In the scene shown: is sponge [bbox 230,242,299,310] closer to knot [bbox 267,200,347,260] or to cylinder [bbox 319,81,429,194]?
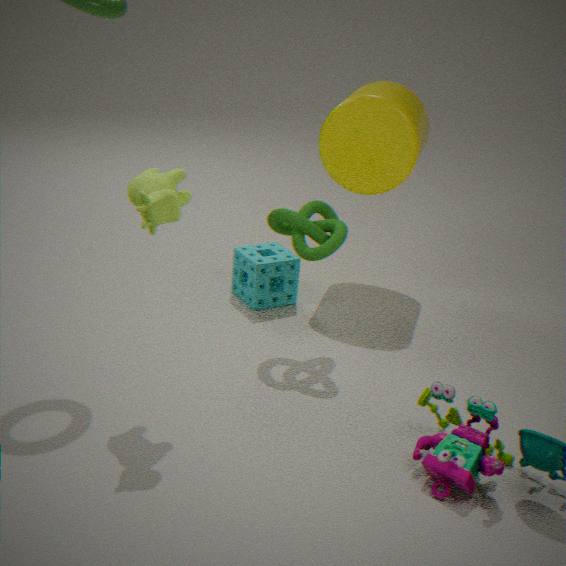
knot [bbox 267,200,347,260]
